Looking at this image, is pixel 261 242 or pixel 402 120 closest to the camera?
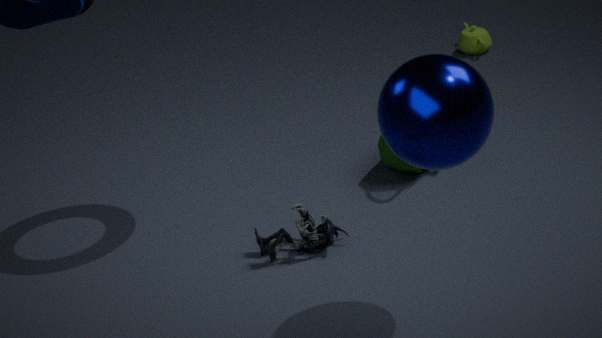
pixel 402 120
